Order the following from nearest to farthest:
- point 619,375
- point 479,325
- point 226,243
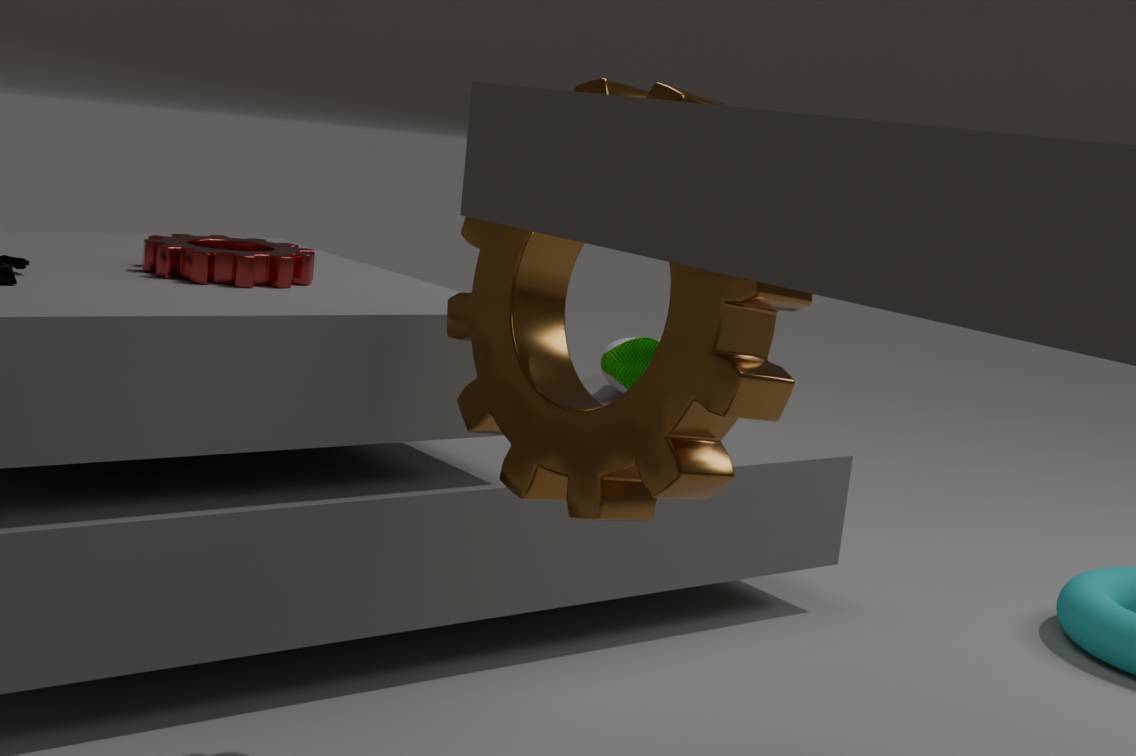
point 479,325 → point 226,243 → point 619,375
